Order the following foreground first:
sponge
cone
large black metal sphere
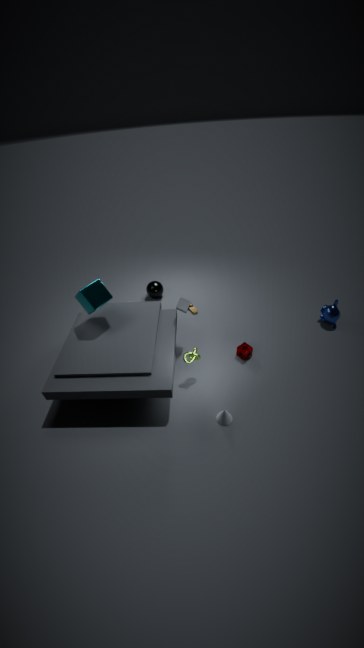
cone → sponge → large black metal sphere
